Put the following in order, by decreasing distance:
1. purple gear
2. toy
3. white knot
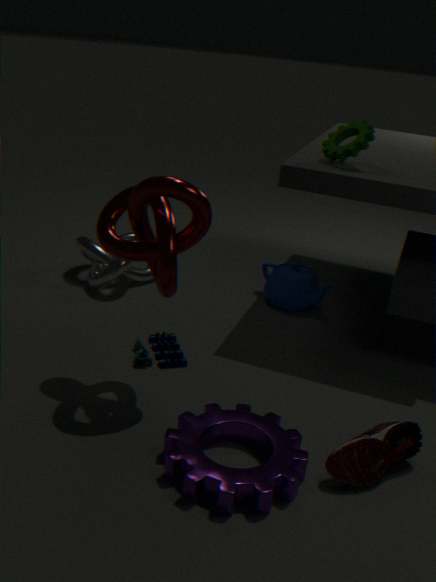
white knot
toy
purple gear
